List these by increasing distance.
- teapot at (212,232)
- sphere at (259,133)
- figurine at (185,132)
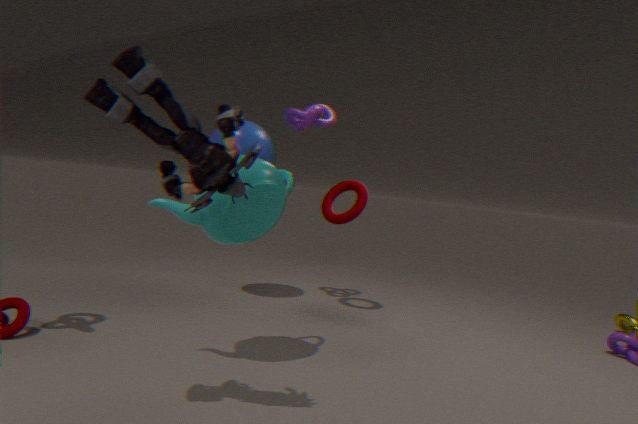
figurine at (185,132) < teapot at (212,232) < sphere at (259,133)
